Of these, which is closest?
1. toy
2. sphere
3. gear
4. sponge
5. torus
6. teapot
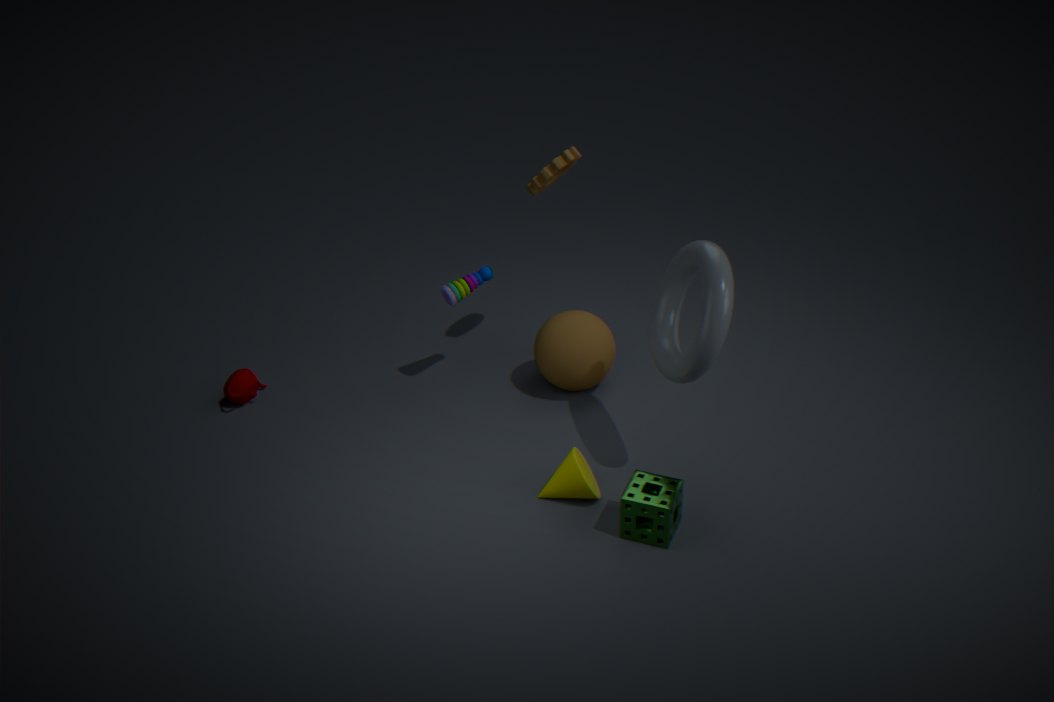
torus
